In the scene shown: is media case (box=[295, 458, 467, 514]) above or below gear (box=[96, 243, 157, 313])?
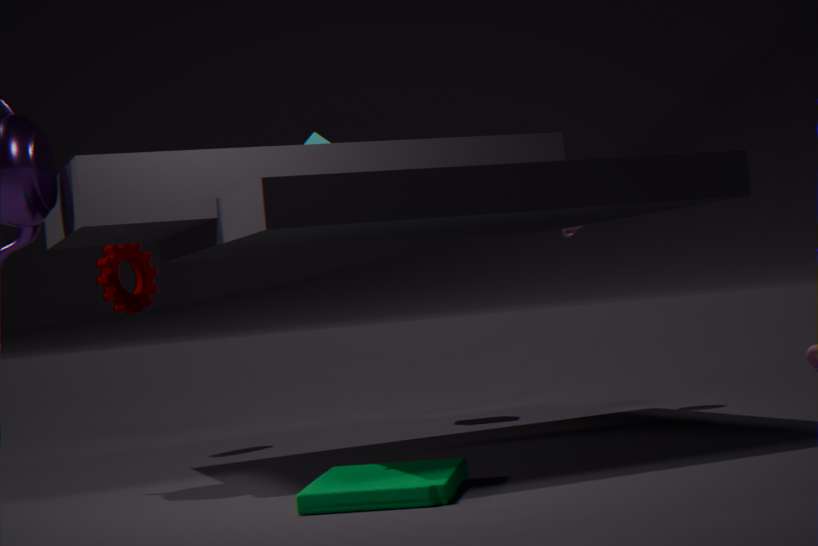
below
